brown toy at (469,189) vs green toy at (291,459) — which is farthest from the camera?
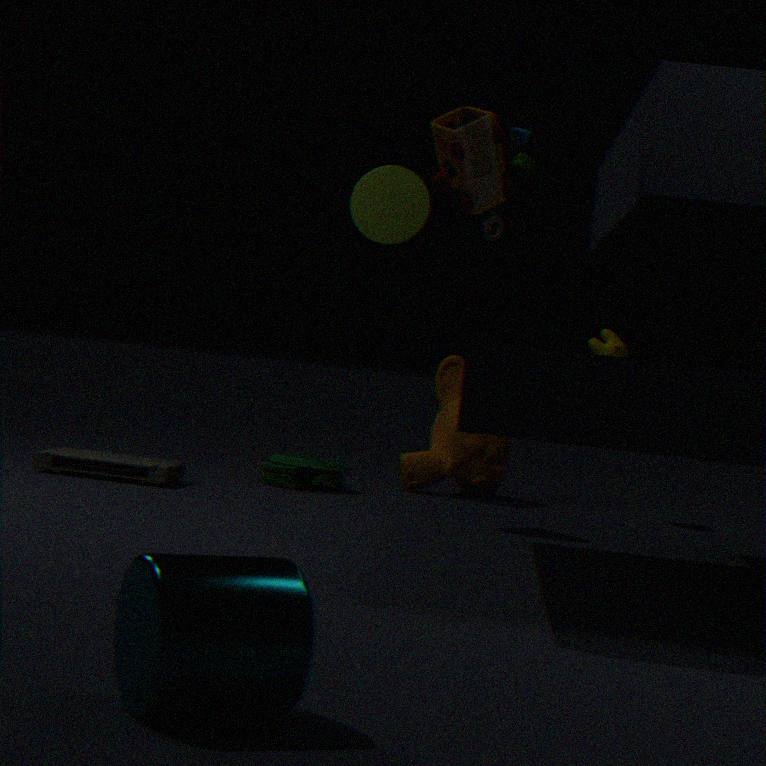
green toy at (291,459)
